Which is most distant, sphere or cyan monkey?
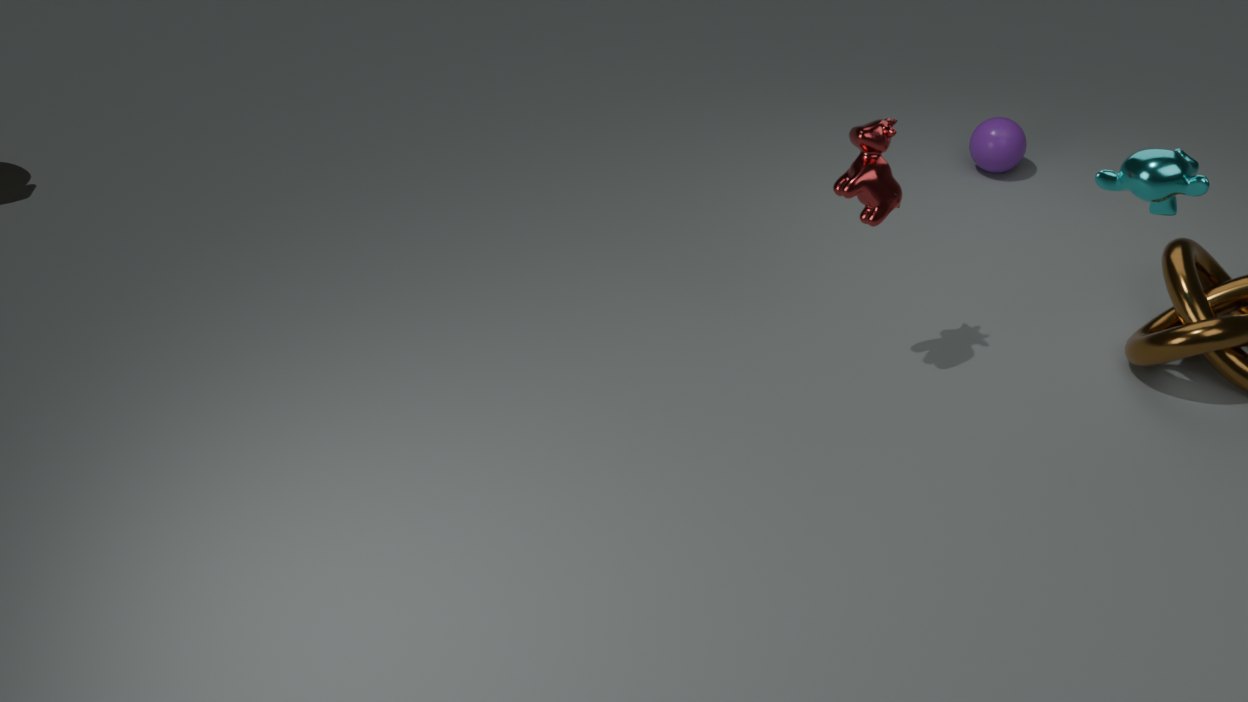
sphere
